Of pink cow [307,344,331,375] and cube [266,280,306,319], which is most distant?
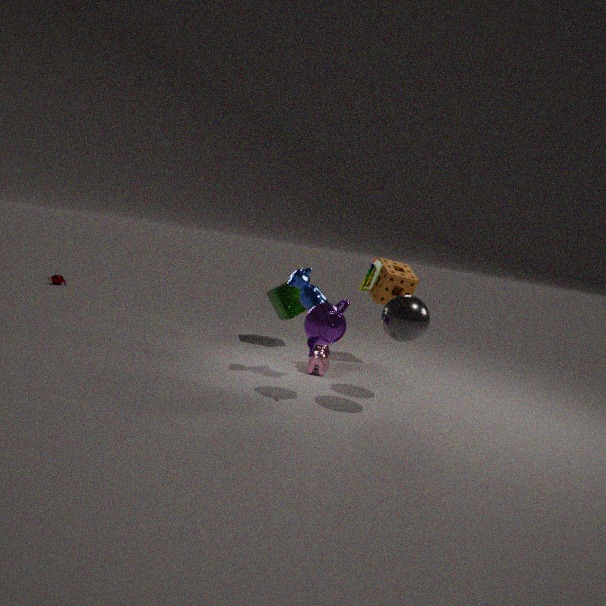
cube [266,280,306,319]
